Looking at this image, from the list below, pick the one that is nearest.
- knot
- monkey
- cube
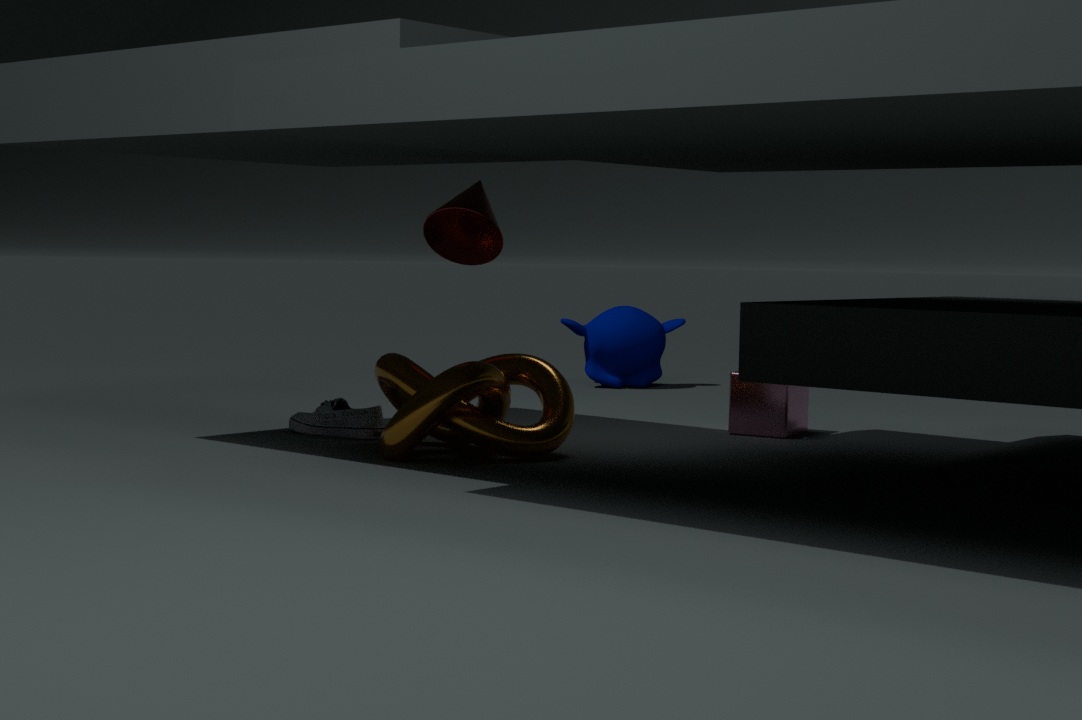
knot
